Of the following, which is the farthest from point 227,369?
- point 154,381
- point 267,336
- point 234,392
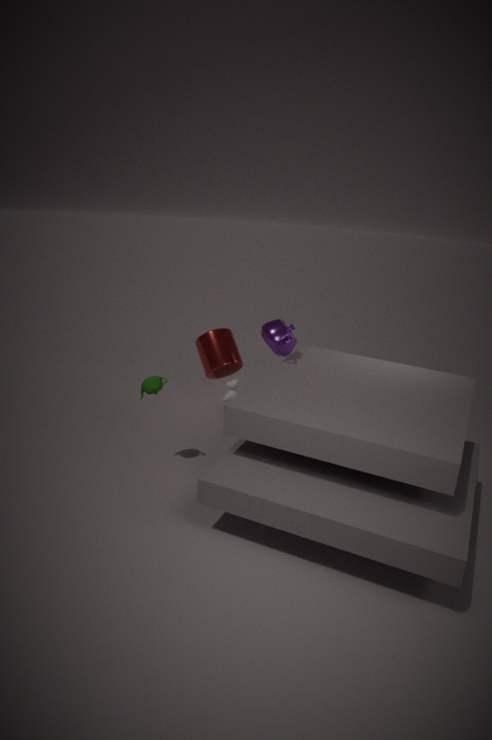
point 154,381
